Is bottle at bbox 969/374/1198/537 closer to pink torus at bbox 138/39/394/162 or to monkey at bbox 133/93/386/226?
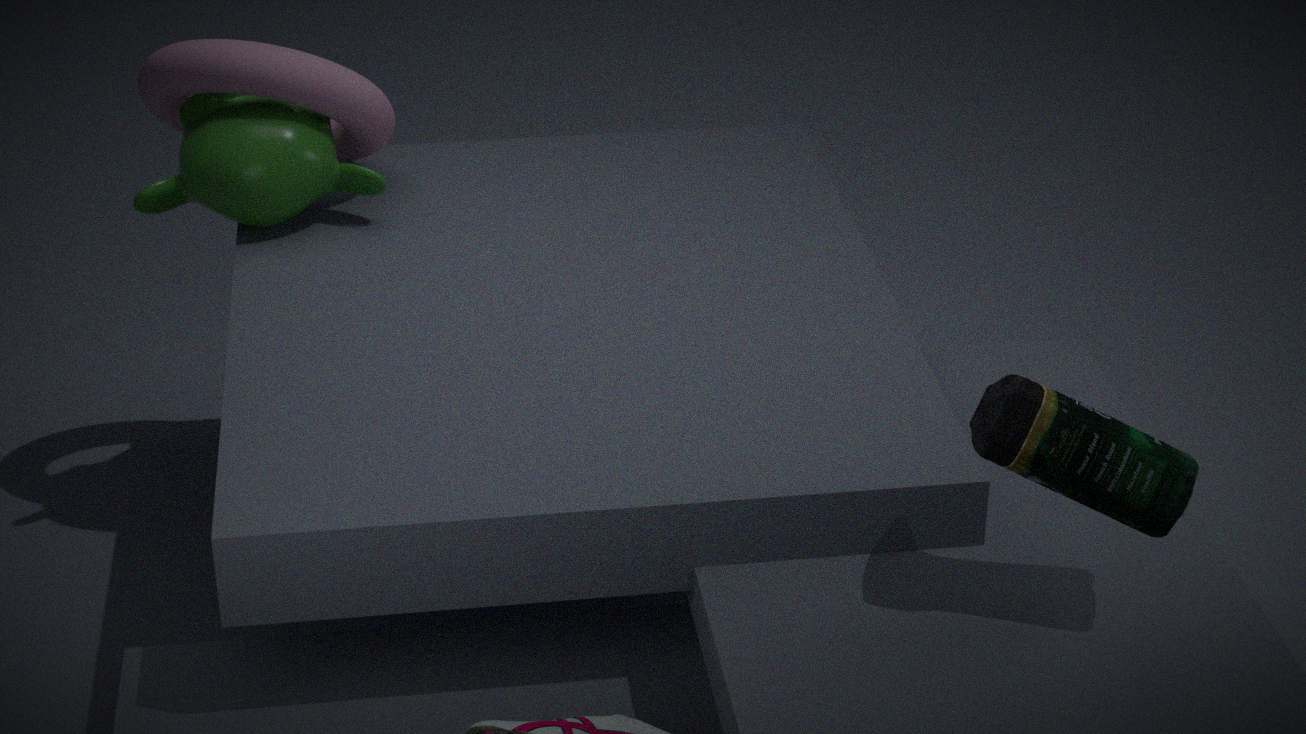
monkey at bbox 133/93/386/226
